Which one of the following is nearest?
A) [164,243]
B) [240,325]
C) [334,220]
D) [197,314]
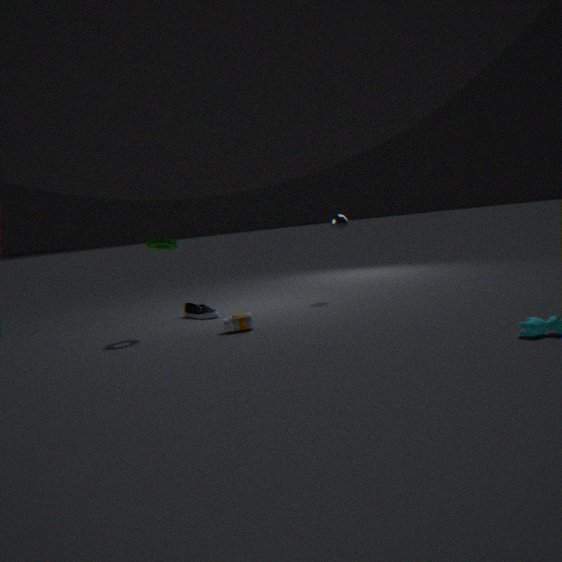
[240,325]
